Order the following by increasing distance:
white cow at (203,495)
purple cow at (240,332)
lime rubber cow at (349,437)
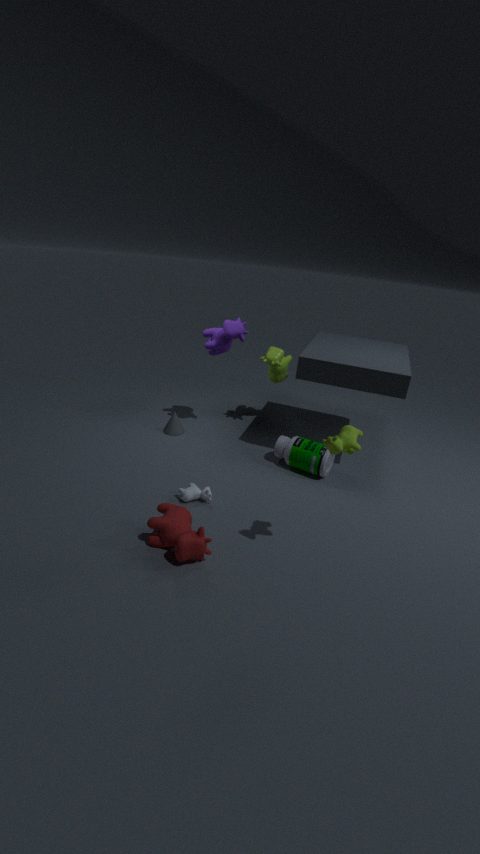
lime rubber cow at (349,437)
white cow at (203,495)
purple cow at (240,332)
